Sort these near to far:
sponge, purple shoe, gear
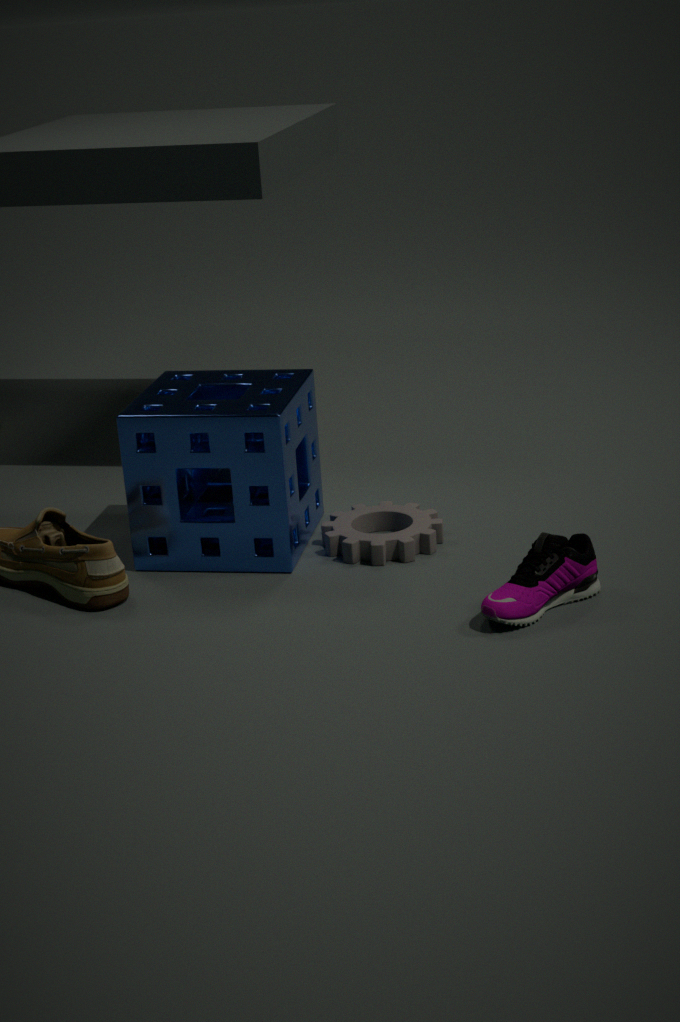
1. purple shoe
2. sponge
3. gear
